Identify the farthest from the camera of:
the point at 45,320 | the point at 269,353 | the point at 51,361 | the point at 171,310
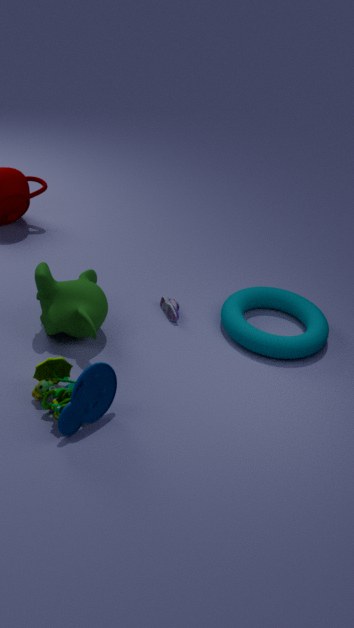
the point at 171,310
